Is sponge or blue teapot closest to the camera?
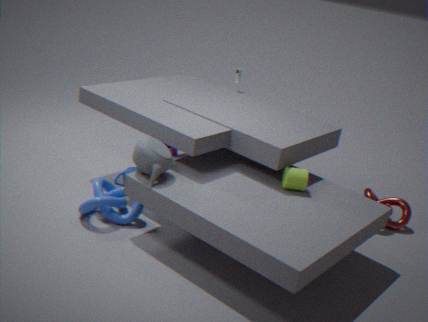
blue teapot
